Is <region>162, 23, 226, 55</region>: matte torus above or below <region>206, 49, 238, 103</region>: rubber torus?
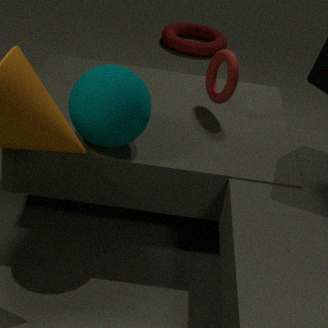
below
